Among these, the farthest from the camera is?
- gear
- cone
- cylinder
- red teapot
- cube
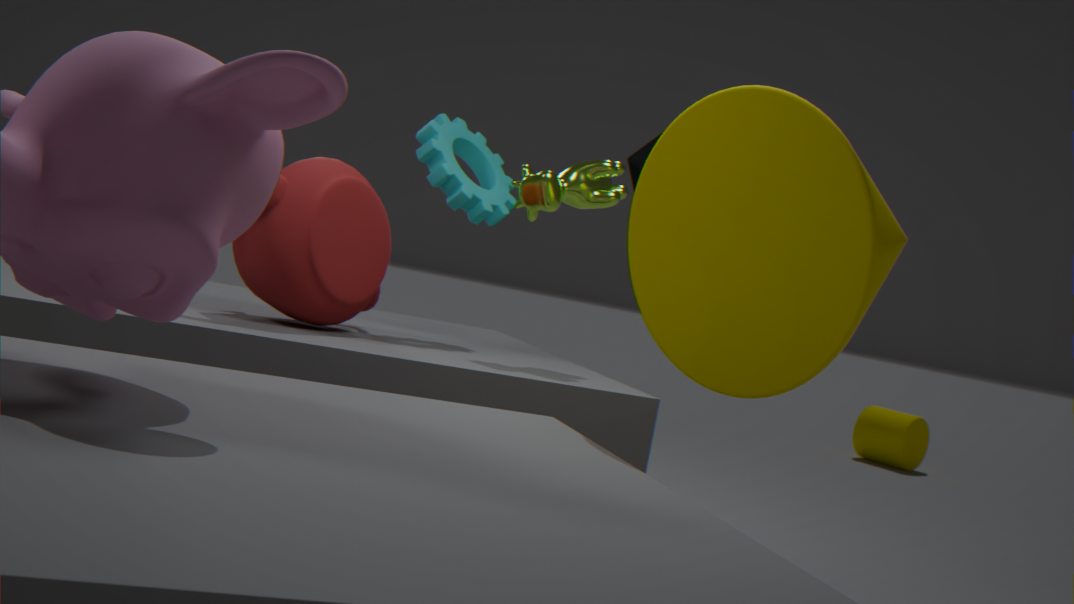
cylinder
